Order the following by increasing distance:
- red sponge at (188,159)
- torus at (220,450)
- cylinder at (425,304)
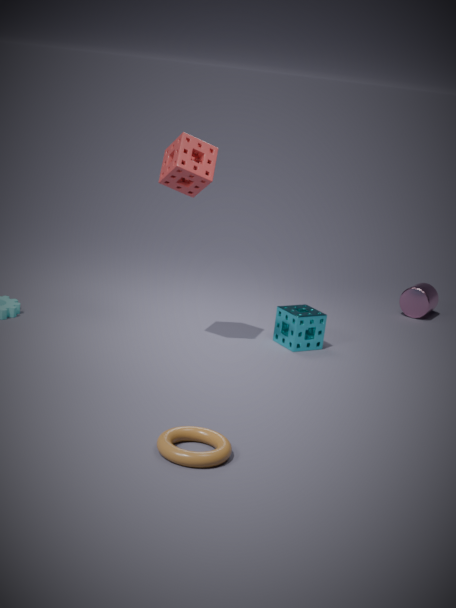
torus at (220,450)
red sponge at (188,159)
cylinder at (425,304)
